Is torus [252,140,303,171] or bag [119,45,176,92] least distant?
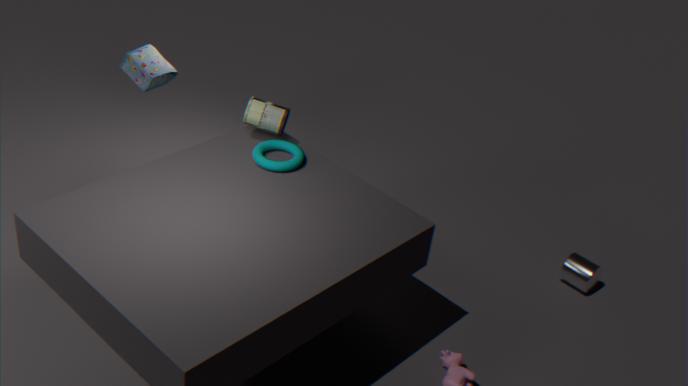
torus [252,140,303,171]
